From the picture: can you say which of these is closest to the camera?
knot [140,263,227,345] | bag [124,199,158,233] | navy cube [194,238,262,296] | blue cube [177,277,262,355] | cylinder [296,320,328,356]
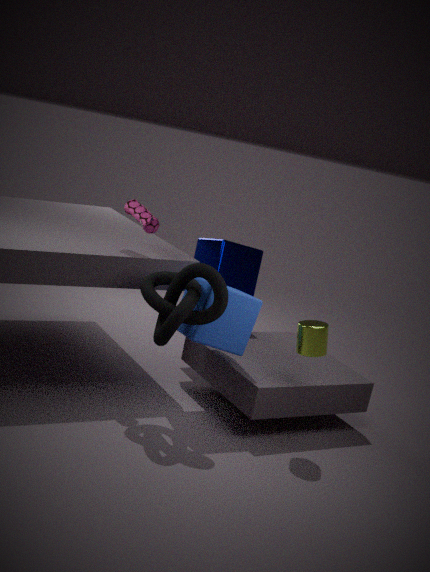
knot [140,263,227,345]
